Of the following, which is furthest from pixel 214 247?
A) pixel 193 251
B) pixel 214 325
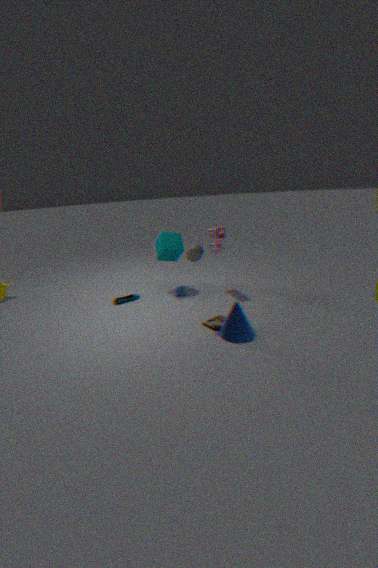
pixel 214 325
